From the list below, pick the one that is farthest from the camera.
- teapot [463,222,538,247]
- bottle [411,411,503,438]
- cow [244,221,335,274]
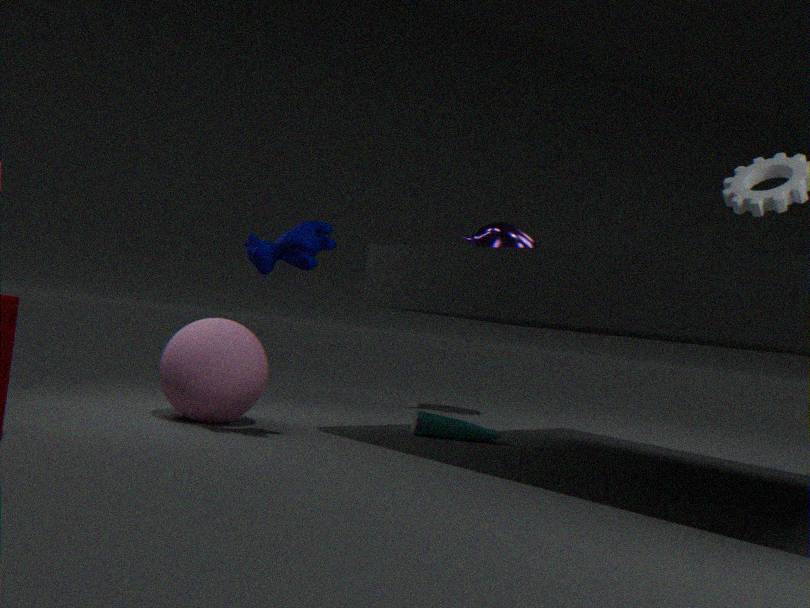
teapot [463,222,538,247]
